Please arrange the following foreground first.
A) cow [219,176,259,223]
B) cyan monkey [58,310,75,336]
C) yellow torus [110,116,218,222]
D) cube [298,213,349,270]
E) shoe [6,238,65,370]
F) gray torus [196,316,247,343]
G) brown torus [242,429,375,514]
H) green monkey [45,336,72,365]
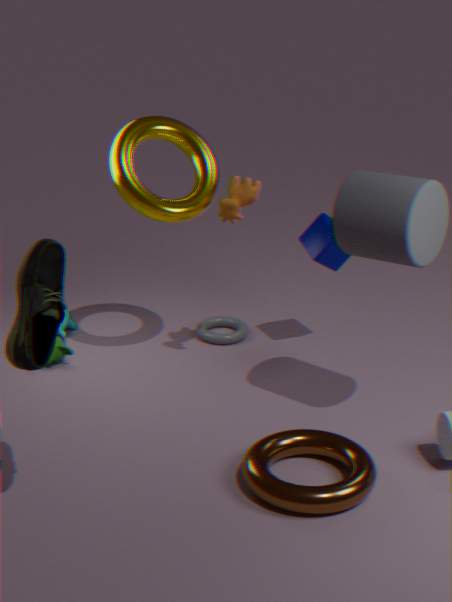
shoe [6,238,65,370] → brown torus [242,429,375,514] → cow [219,176,259,223] → yellow torus [110,116,218,222] → cube [298,213,349,270] → green monkey [45,336,72,365] → gray torus [196,316,247,343] → cyan monkey [58,310,75,336]
